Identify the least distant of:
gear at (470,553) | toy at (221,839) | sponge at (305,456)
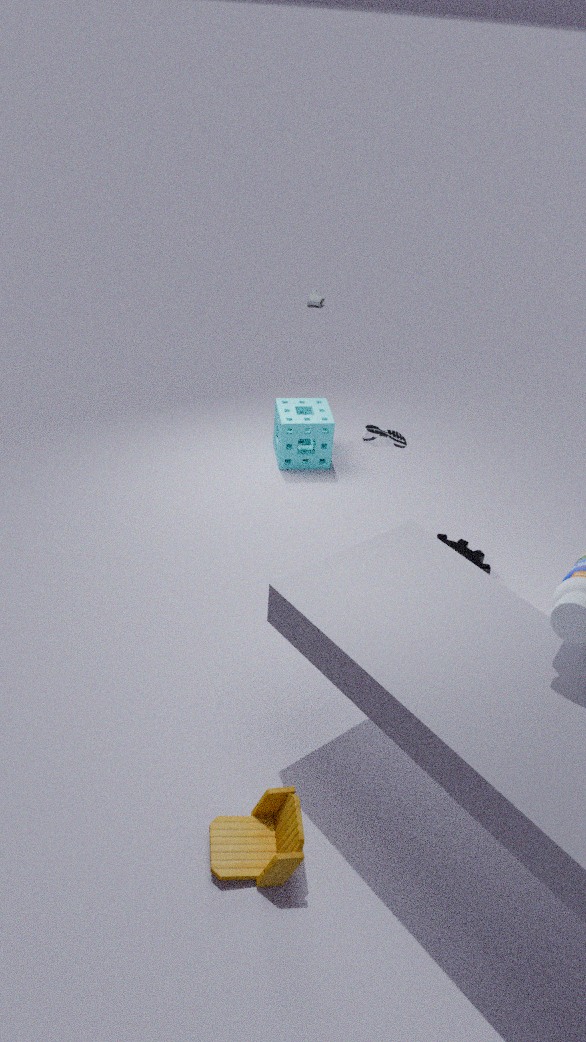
toy at (221,839)
